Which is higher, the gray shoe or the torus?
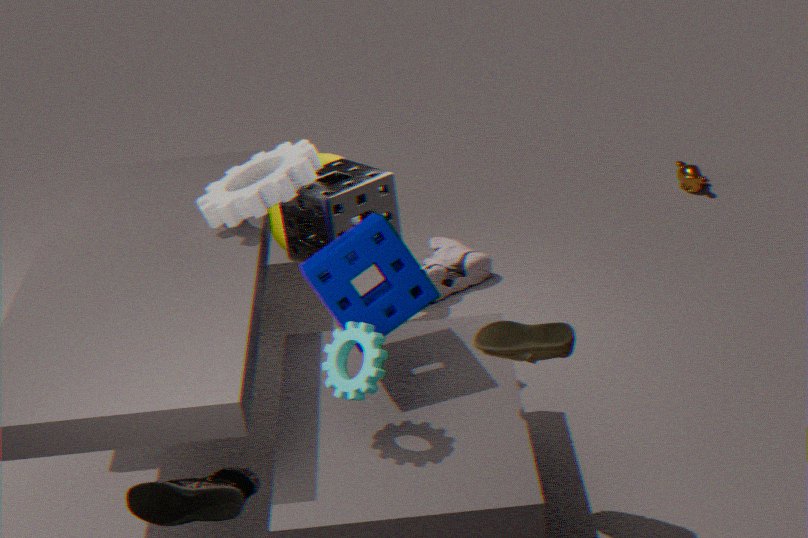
the torus
